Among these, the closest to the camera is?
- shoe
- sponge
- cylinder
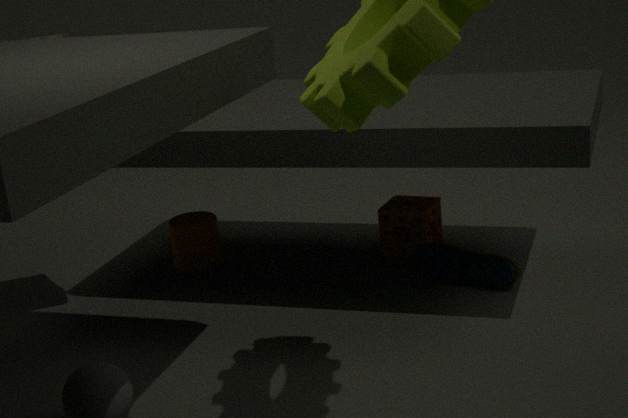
shoe
